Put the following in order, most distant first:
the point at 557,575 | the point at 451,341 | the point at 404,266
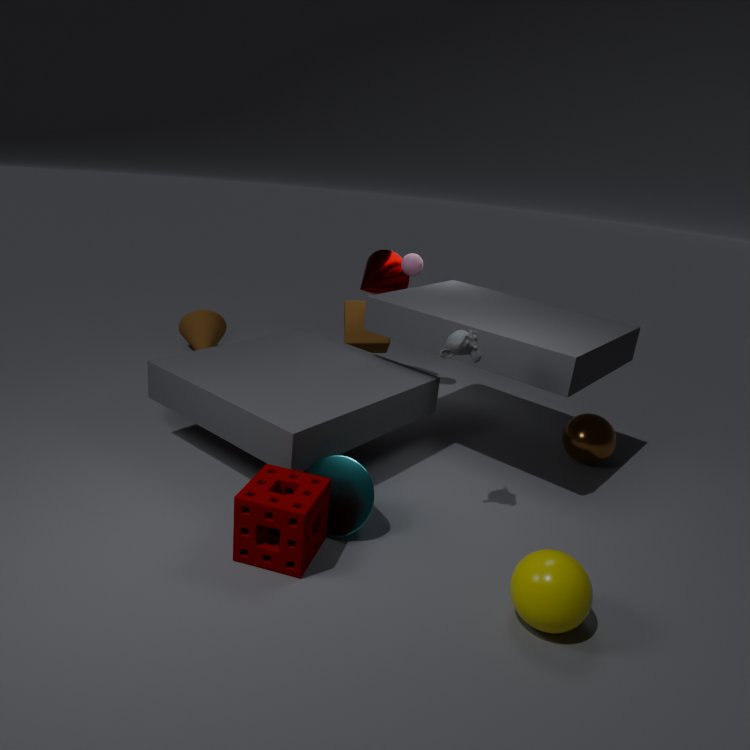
the point at 404,266 → the point at 451,341 → the point at 557,575
